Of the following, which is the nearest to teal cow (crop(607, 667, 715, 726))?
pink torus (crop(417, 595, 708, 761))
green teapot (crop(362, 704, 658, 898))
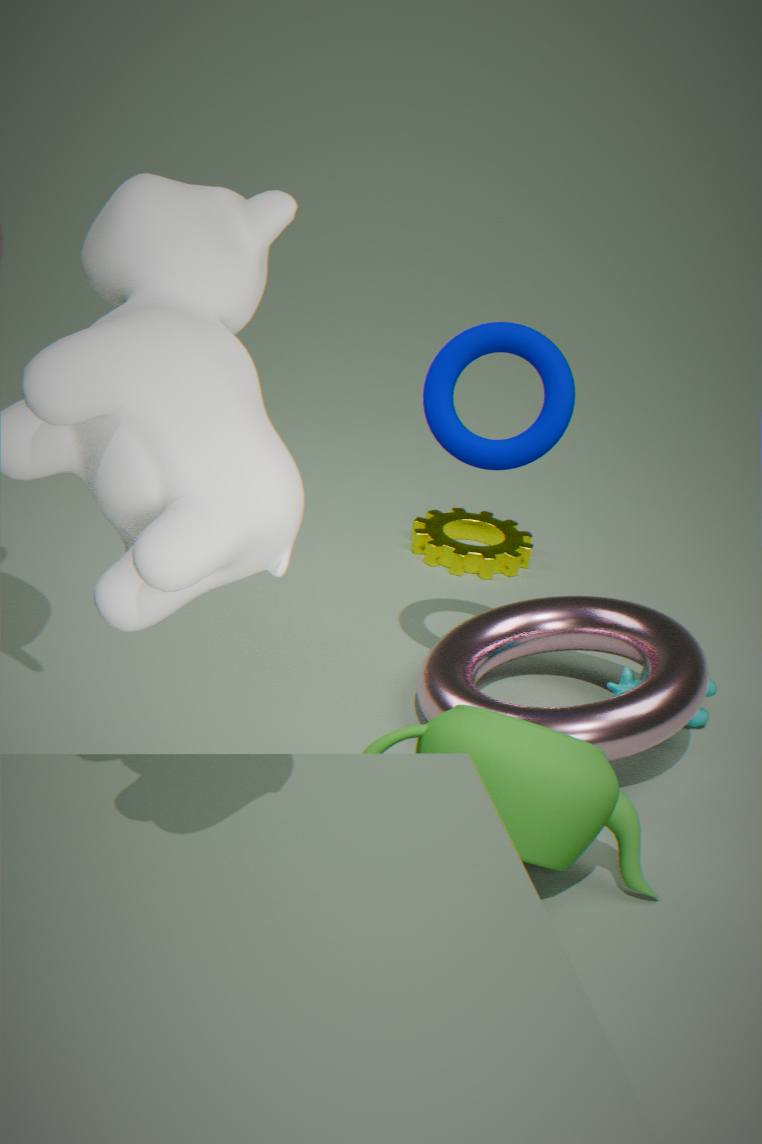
pink torus (crop(417, 595, 708, 761))
